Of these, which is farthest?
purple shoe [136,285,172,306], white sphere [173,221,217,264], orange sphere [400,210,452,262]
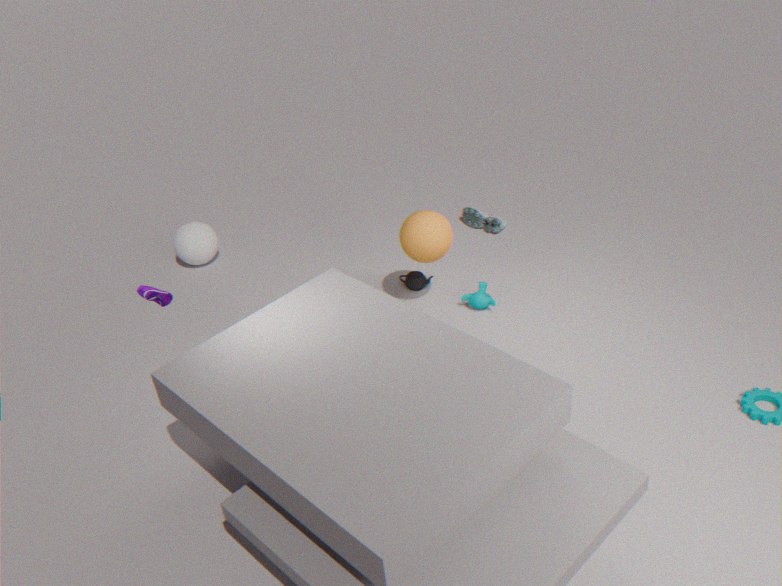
white sphere [173,221,217,264]
